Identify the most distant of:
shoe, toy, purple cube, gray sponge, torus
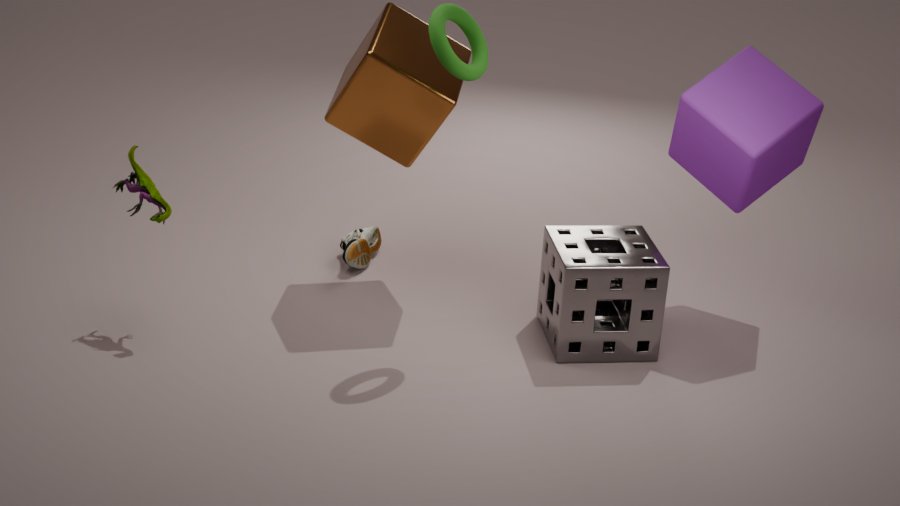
shoe
